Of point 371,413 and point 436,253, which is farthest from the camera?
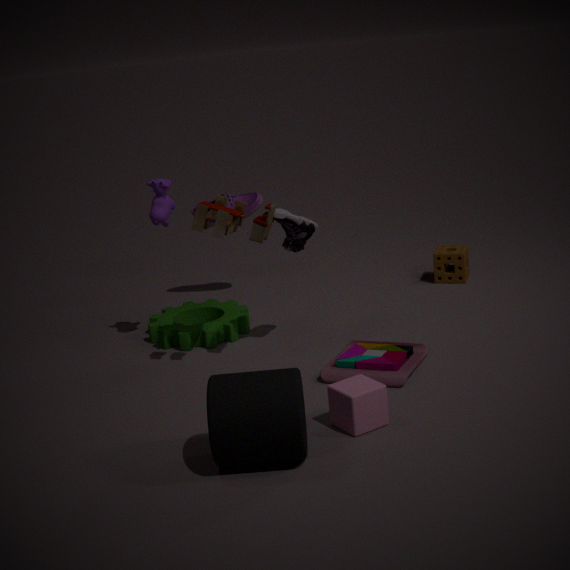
point 436,253
